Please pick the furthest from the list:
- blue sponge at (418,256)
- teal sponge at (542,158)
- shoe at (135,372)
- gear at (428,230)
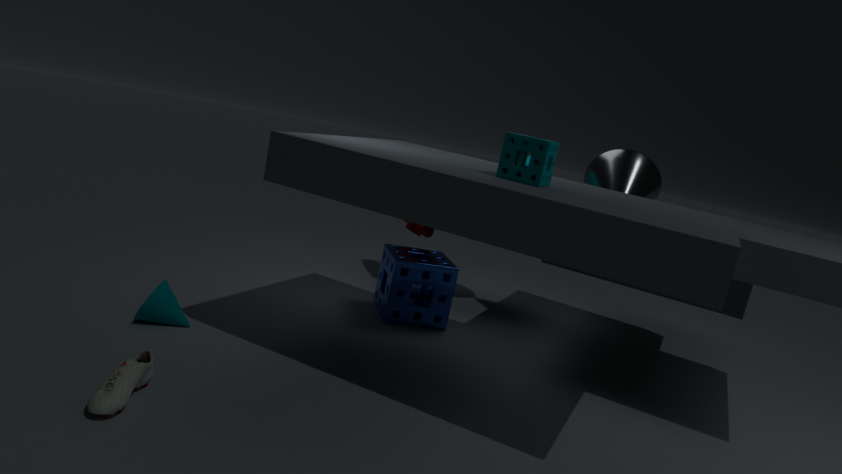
gear at (428,230)
